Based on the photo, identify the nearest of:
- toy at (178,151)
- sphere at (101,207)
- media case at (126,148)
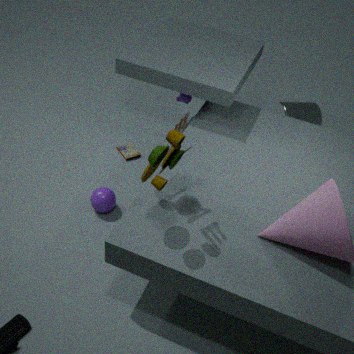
toy at (178,151)
